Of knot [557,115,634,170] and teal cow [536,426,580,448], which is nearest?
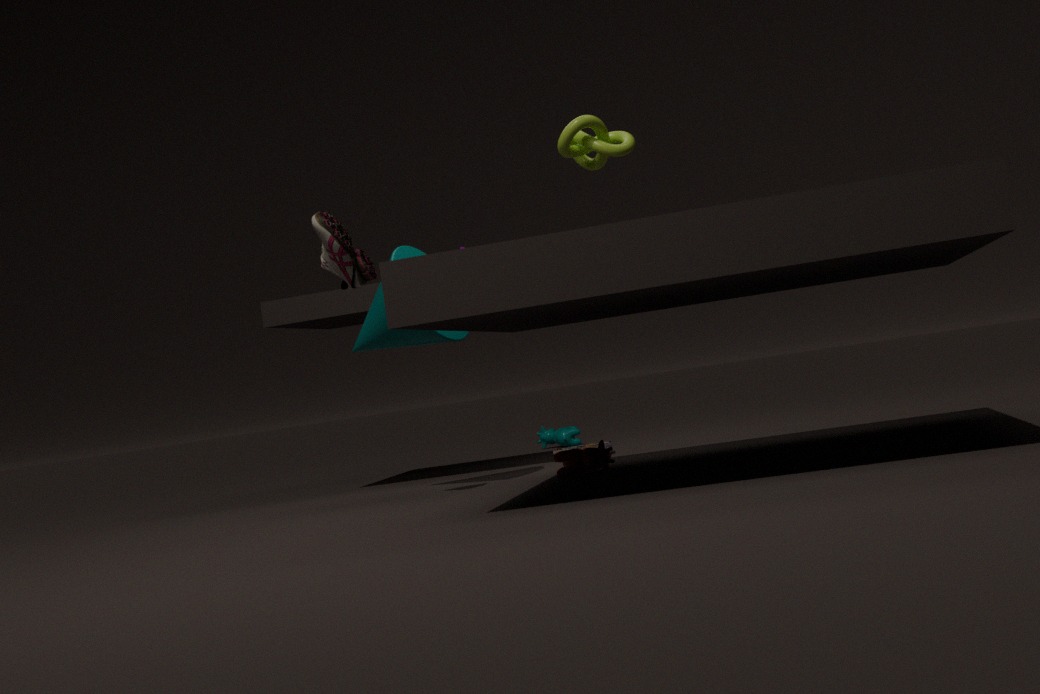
knot [557,115,634,170]
